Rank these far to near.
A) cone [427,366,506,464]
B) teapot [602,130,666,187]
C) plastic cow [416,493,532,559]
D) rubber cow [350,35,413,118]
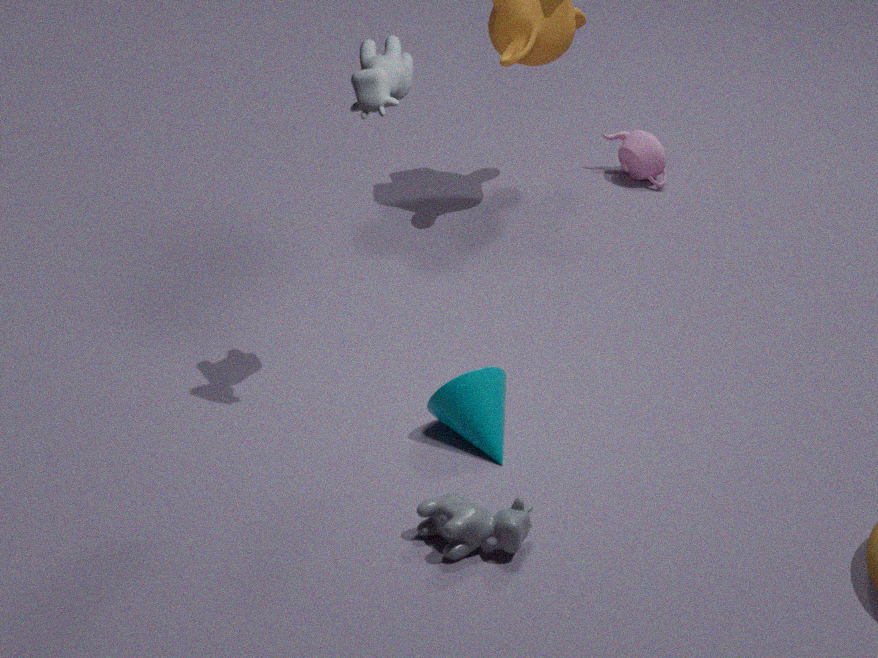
B → A → D → C
